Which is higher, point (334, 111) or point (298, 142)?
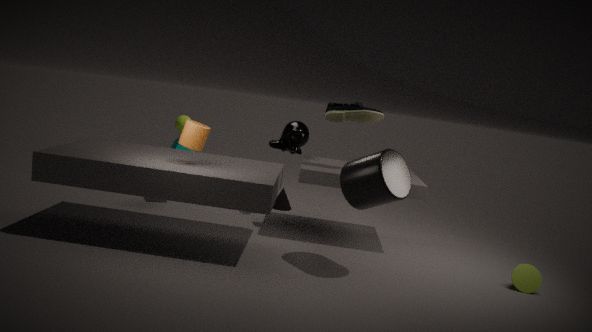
point (334, 111)
